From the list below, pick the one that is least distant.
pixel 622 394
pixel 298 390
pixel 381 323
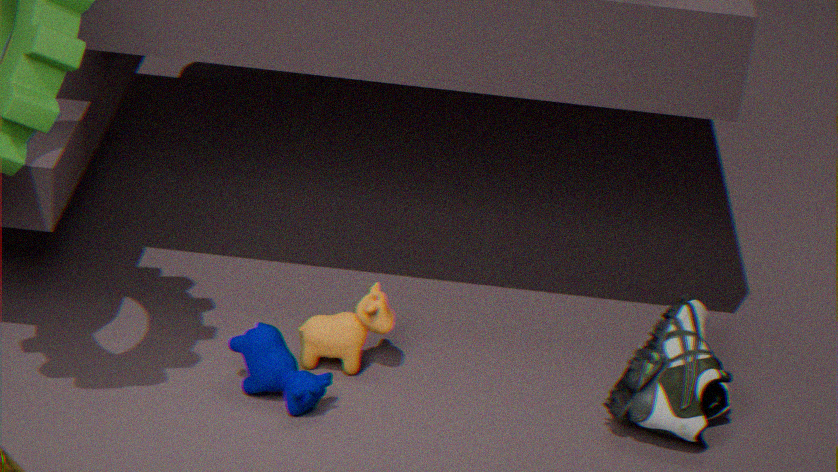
pixel 298 390
